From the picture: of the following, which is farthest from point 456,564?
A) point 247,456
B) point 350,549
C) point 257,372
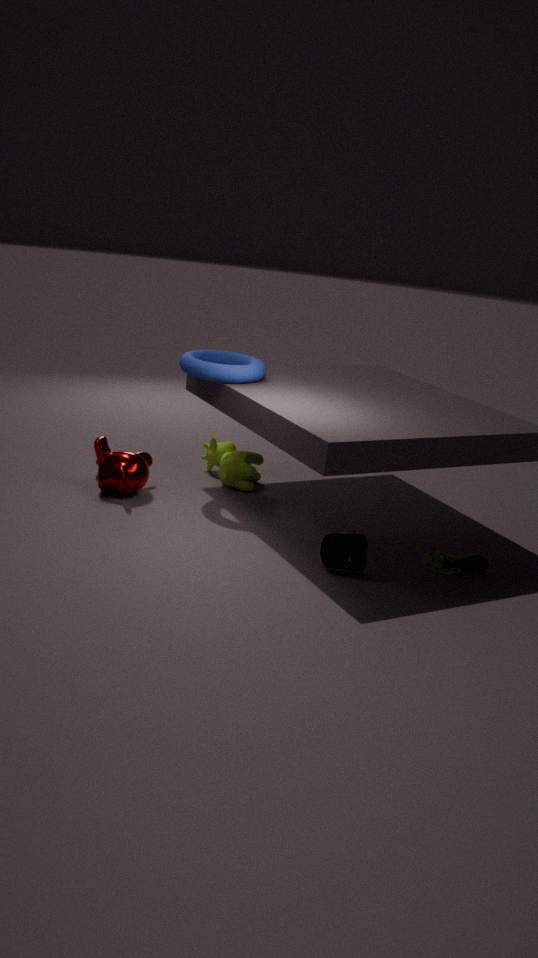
point 257,372
